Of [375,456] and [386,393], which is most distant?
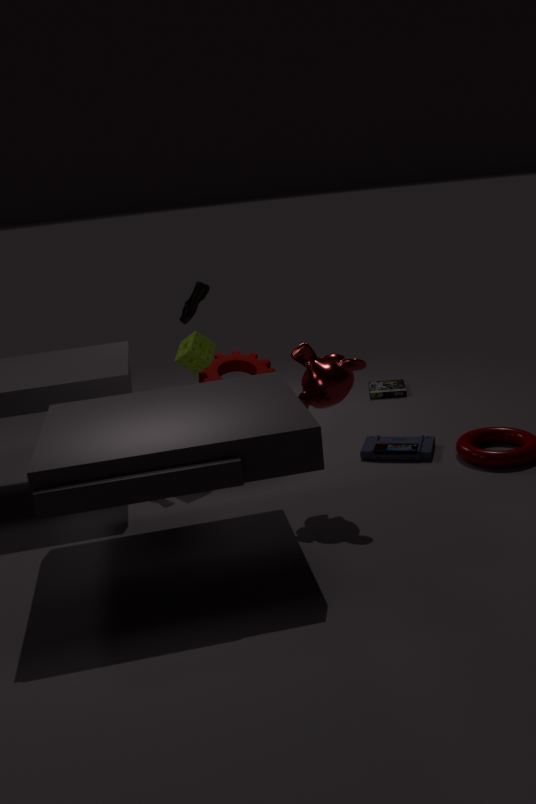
[386,393]
